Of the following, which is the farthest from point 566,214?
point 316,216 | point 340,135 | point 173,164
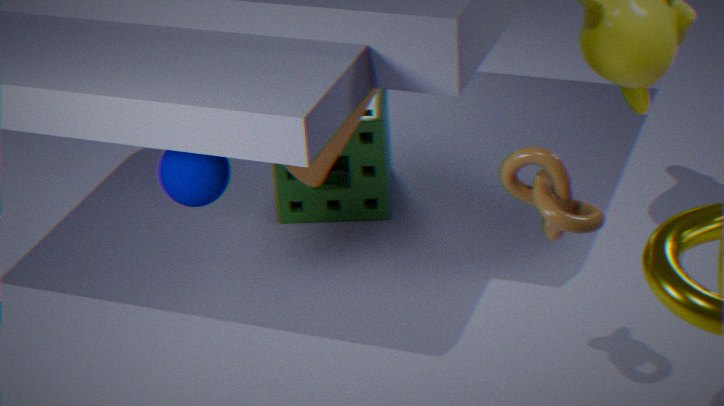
point 316,216
